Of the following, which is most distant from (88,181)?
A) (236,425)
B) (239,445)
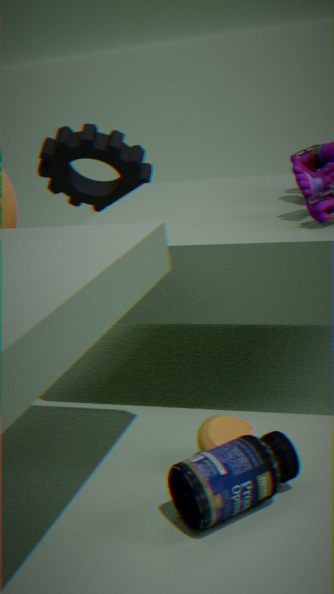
(239,445)
